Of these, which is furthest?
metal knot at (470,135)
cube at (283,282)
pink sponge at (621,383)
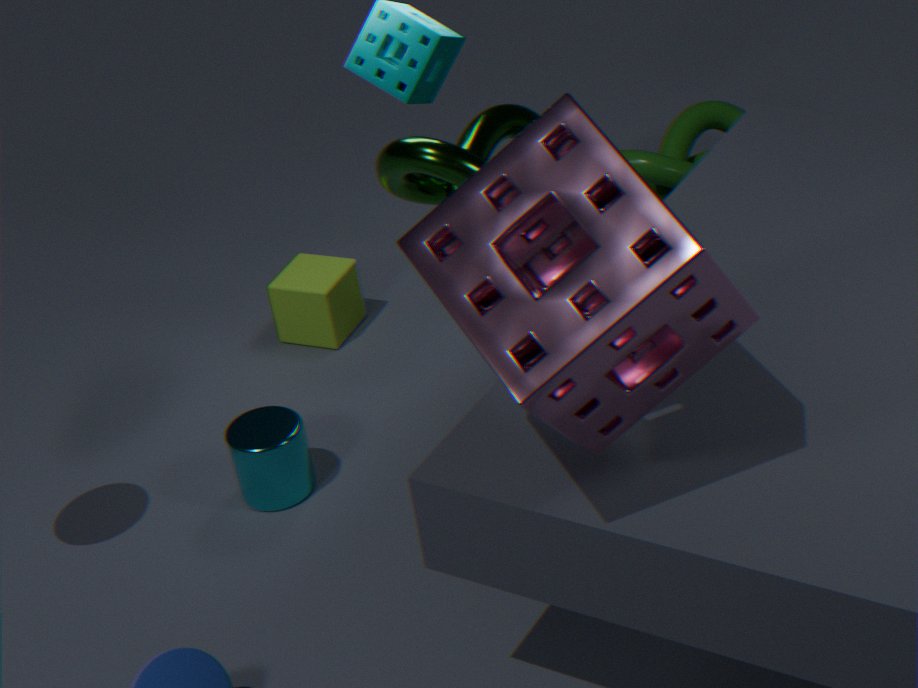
cube at (283,282)
